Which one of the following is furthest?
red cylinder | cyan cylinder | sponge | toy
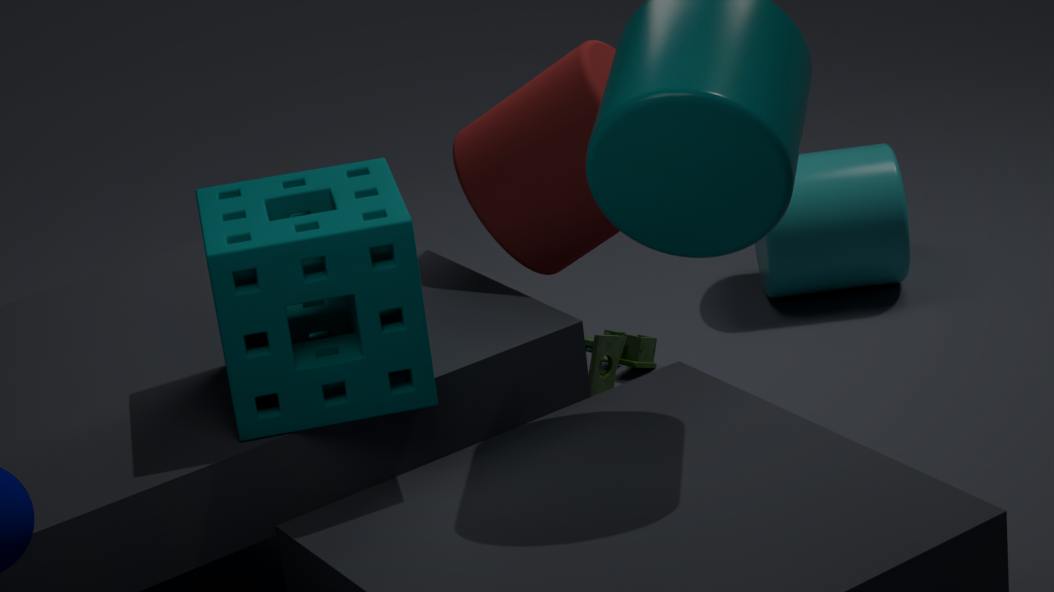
cyan cylinder
